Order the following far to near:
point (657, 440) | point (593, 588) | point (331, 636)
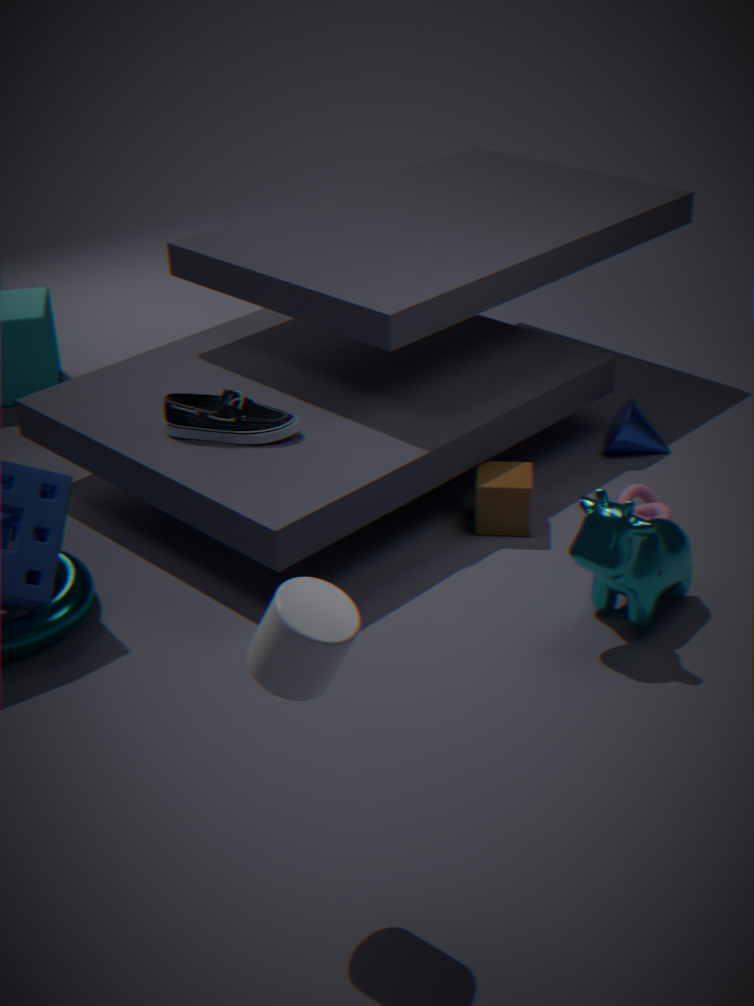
point (657, 440)
point (593, 588)
point (331, 636)
